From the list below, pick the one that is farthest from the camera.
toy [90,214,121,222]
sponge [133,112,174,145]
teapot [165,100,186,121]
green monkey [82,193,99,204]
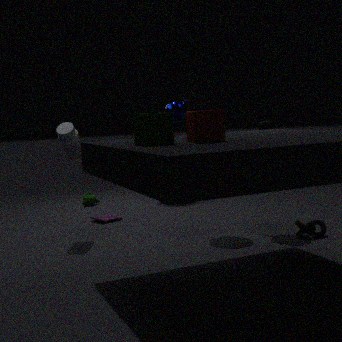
green monkey [82,193,99,204]
